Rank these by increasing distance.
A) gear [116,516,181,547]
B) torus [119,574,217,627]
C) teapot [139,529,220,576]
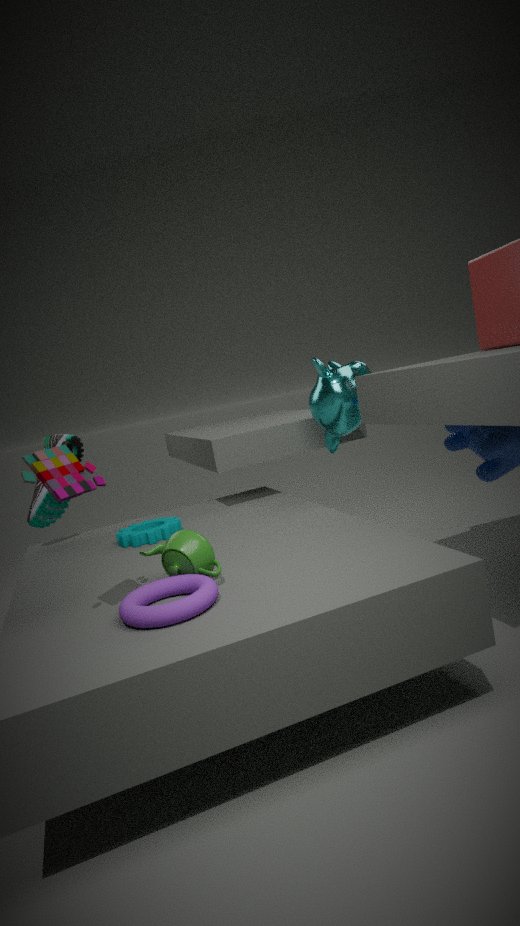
1. torus [119,574,217,627]
2. teapot [139,529,220,576]
3. gear [116,516,181,547]
